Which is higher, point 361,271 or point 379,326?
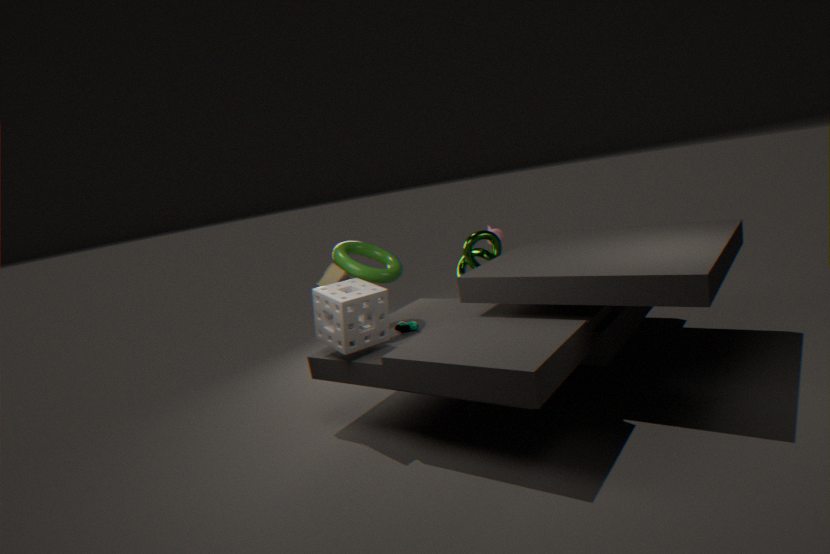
point 361,271
